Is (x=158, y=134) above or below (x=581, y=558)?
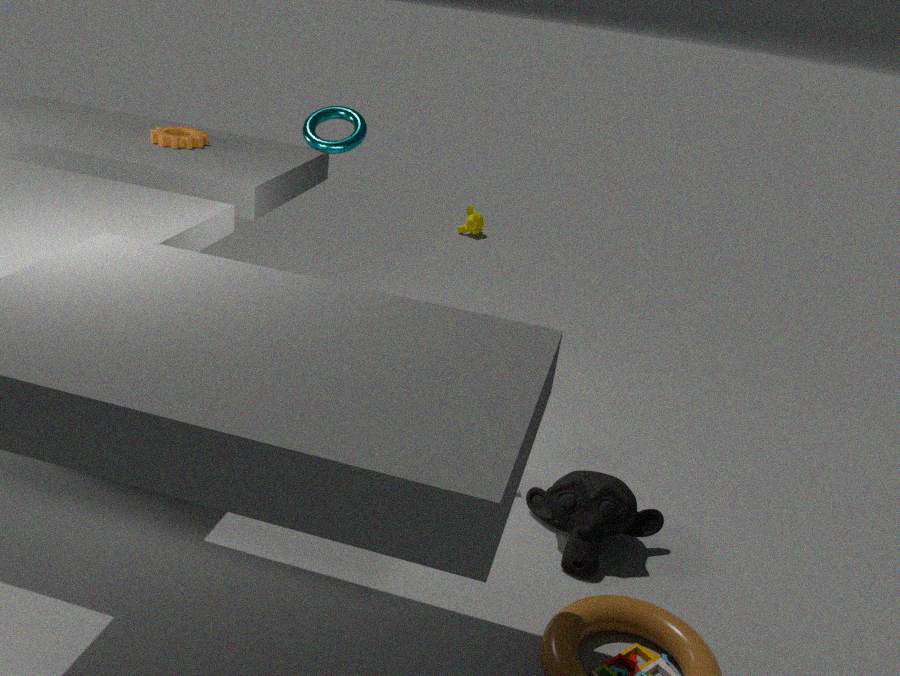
above
